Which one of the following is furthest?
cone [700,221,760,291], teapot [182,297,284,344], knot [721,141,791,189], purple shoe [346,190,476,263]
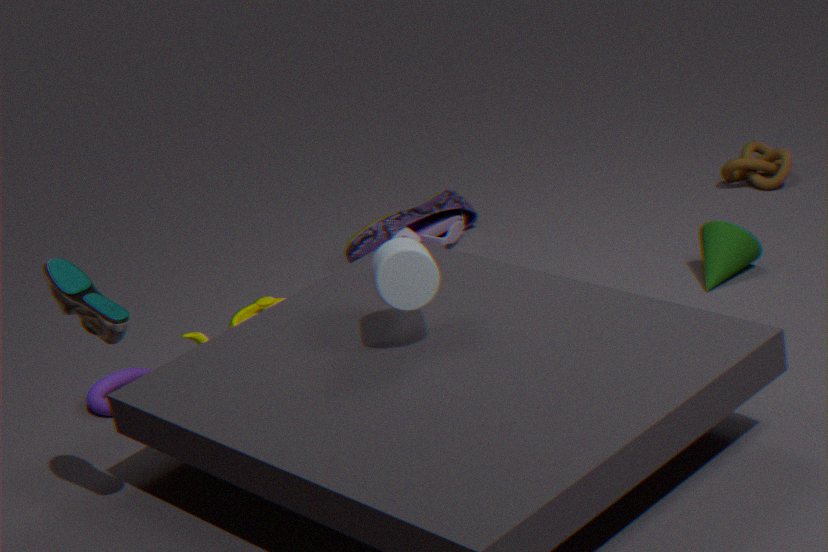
knot [721,141,791,189]
